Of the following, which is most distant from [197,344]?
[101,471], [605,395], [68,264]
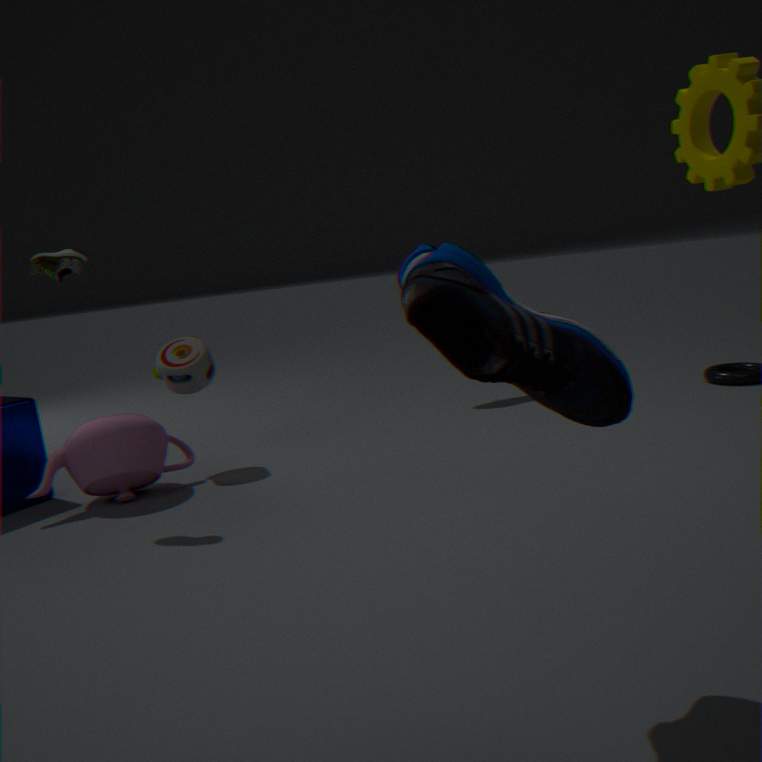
[605,395]
